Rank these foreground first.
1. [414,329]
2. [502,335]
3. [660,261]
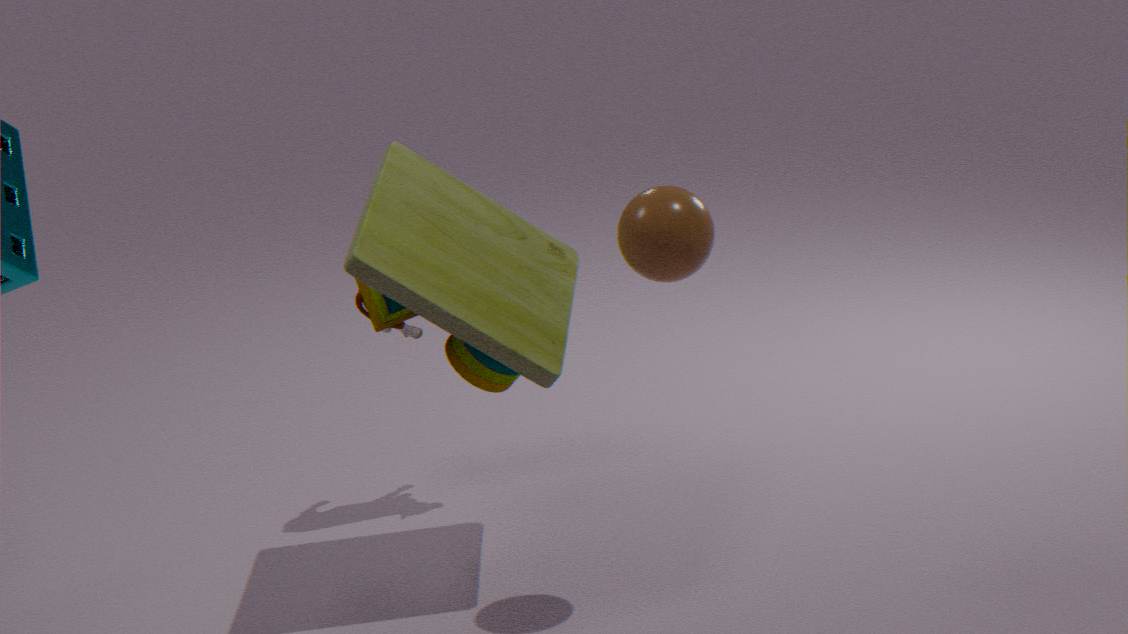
1. [660,261]
2. [502,335]
3. [414,329]
